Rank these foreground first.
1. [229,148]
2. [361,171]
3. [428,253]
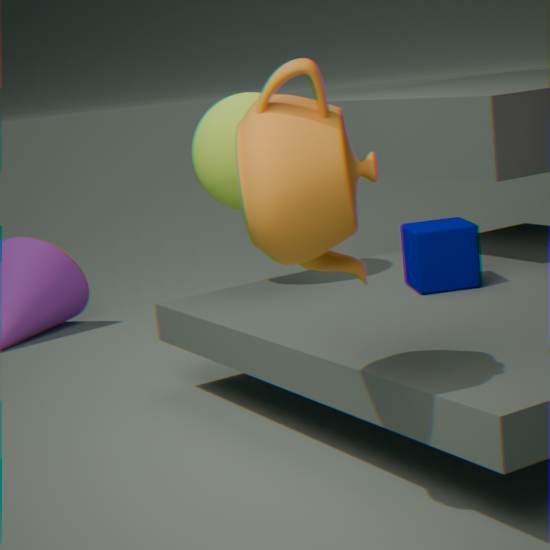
[361,171] < [428,253] < [229,148]
